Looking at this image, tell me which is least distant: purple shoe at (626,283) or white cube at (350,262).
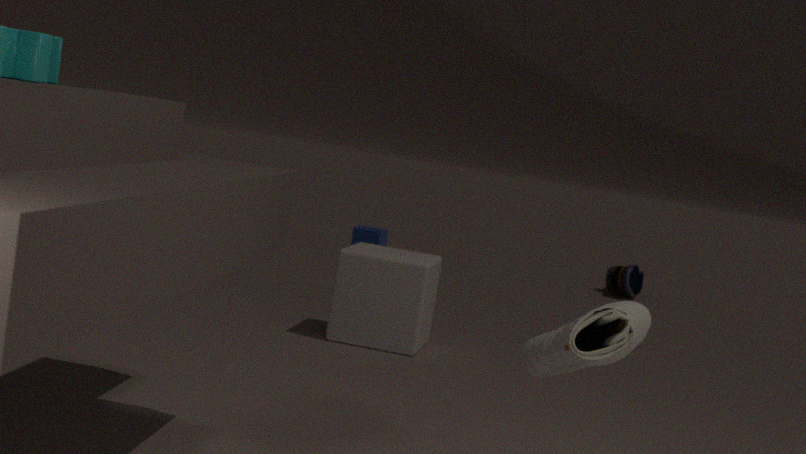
white cube at (350,262)
